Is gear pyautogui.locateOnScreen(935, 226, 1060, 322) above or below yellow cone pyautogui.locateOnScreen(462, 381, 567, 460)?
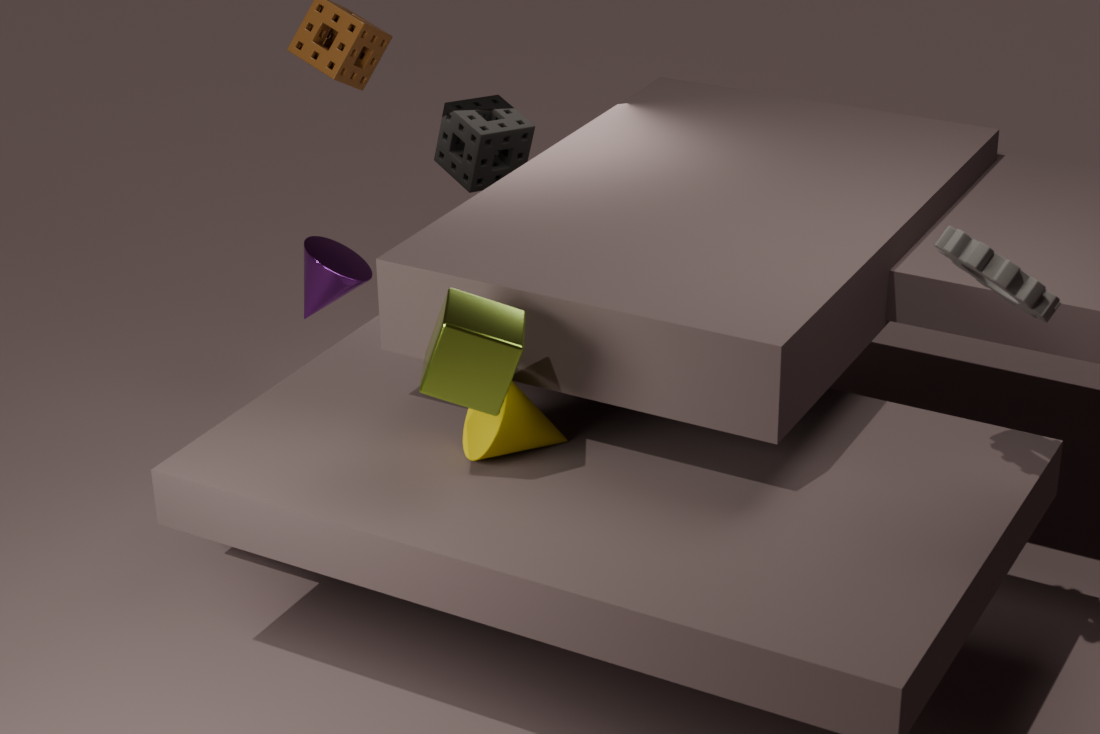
above
